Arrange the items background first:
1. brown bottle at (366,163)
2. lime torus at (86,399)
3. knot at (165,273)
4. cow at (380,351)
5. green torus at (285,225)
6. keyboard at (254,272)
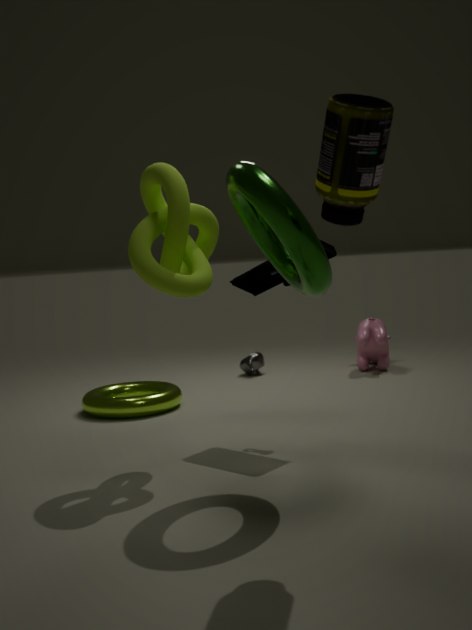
cow at (380,351) → lime torus at (86,399) → keyboard at (254,272) → knot at (165,273) → green torus at (285,225) → brown bottle at (366,163)
